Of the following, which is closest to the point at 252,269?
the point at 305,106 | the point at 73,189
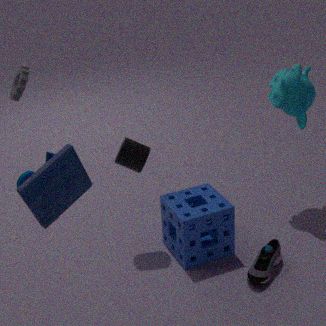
the point at 305,106
